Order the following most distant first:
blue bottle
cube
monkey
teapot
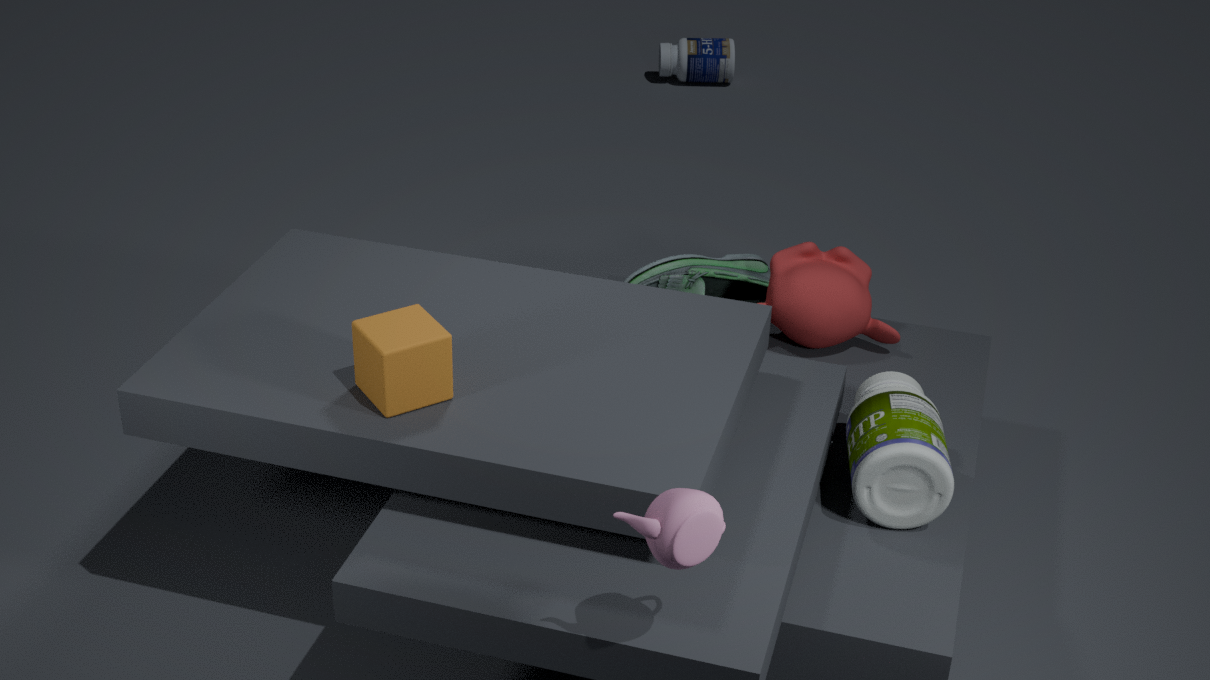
blue bottle < monkey < cube < teapot
